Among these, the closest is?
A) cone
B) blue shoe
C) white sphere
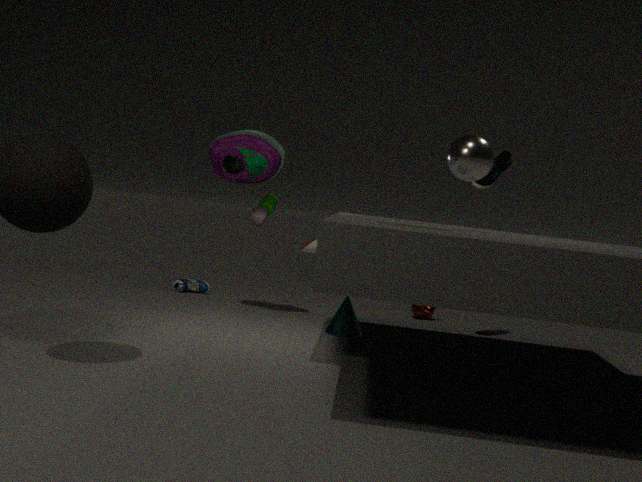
white sphere
